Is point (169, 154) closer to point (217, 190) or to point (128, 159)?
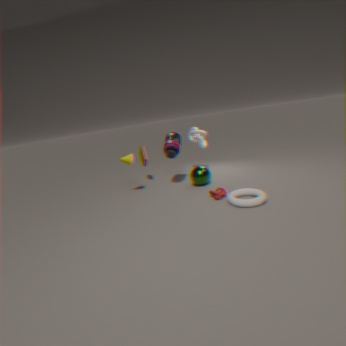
point (128, 159)
